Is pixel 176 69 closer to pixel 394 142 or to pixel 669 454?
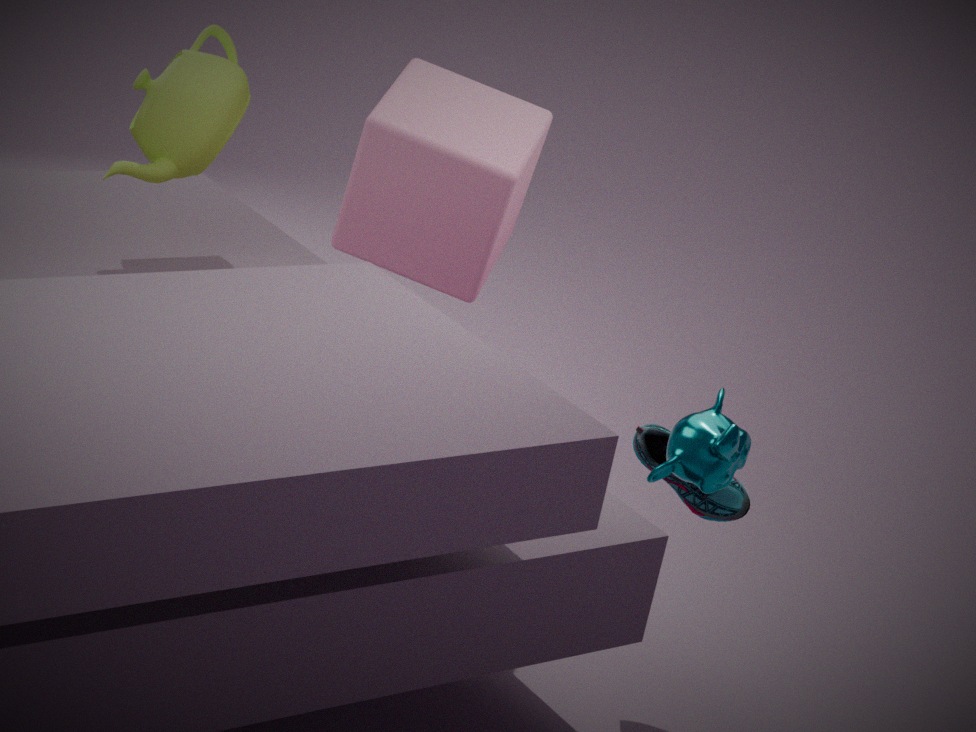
pixel 394 142
